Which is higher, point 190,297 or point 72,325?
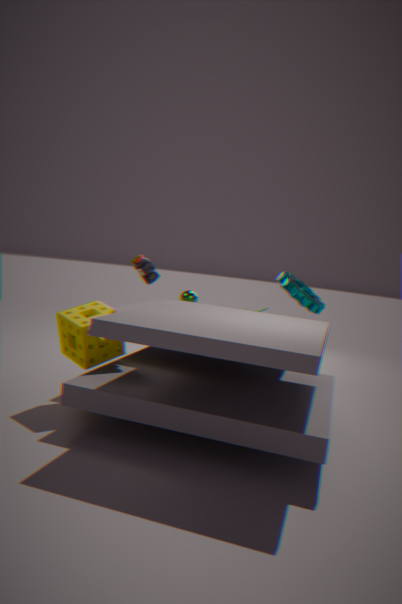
point 190,297
